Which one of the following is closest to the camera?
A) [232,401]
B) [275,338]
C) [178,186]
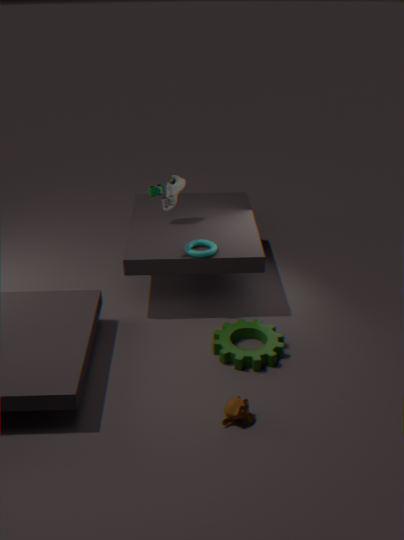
[232,401]
